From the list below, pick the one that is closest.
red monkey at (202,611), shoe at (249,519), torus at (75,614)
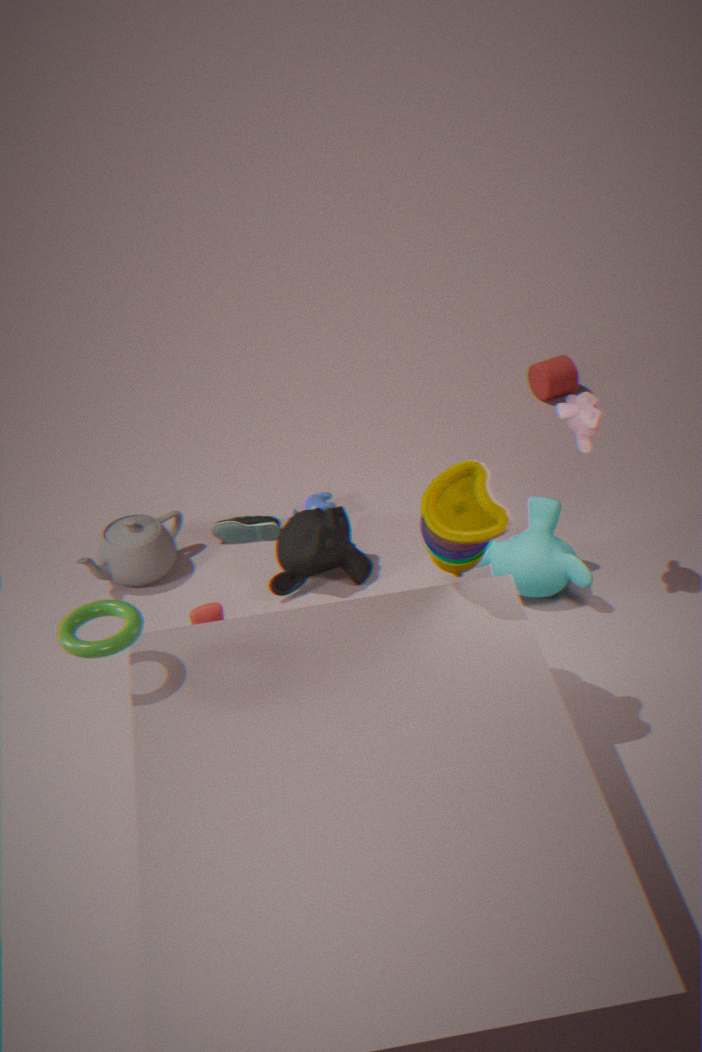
torus at (75,614)
